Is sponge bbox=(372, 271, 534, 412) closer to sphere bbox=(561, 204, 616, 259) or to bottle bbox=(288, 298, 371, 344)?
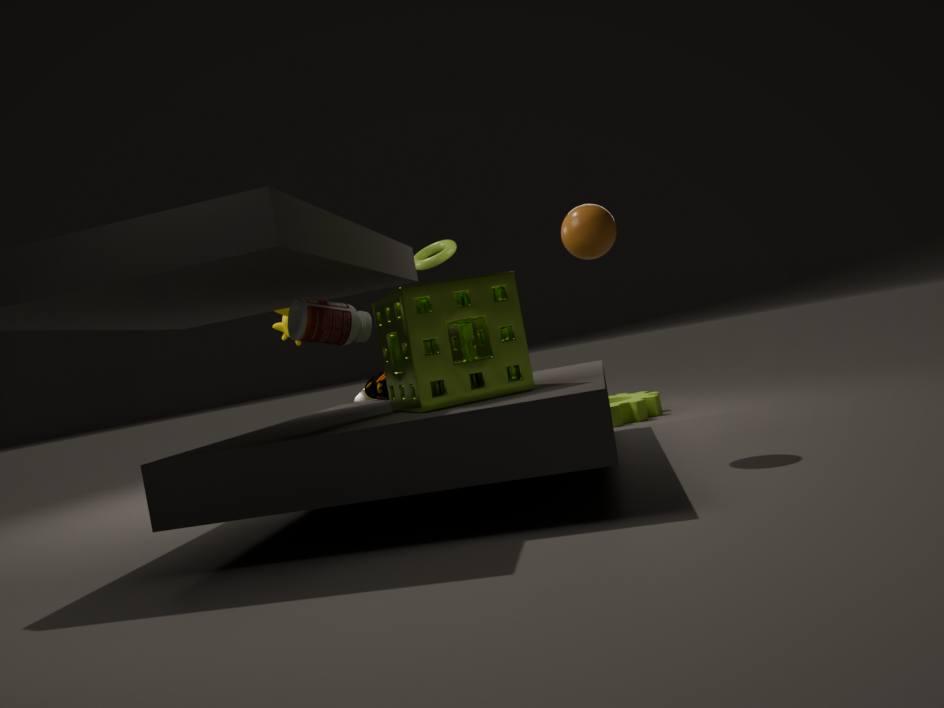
bottle bbox=(288, 298, 371, 344)
